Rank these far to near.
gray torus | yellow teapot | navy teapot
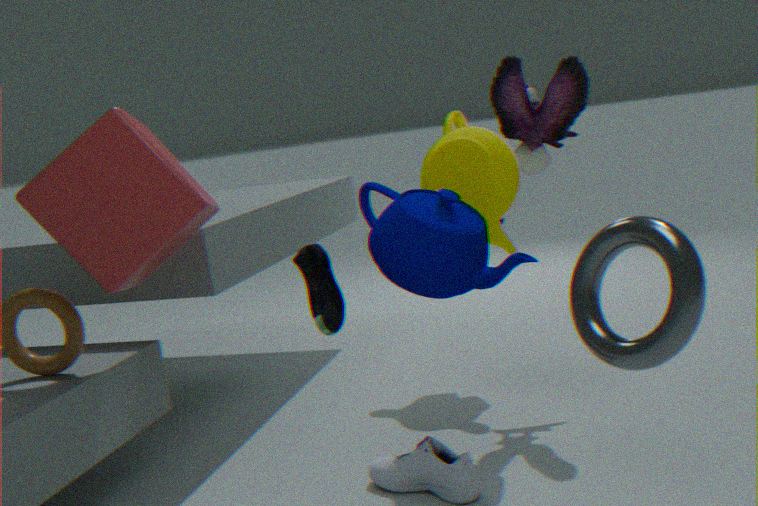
1. yellow teapot
2. navy teapot
3. gray torus
